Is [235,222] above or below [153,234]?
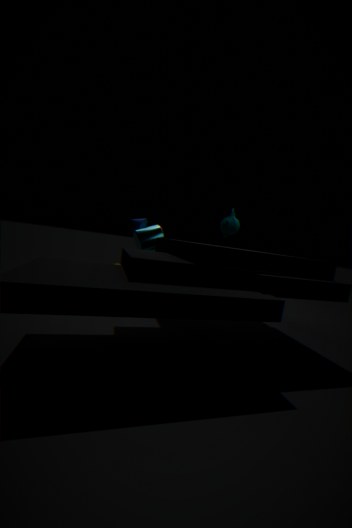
above
